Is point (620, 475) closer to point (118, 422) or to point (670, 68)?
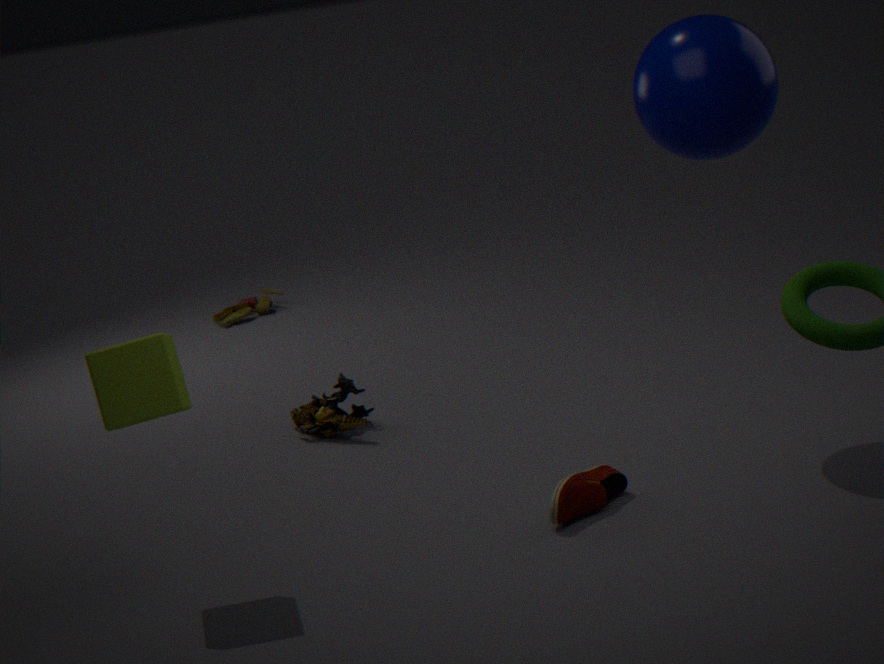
point (670, 68)
